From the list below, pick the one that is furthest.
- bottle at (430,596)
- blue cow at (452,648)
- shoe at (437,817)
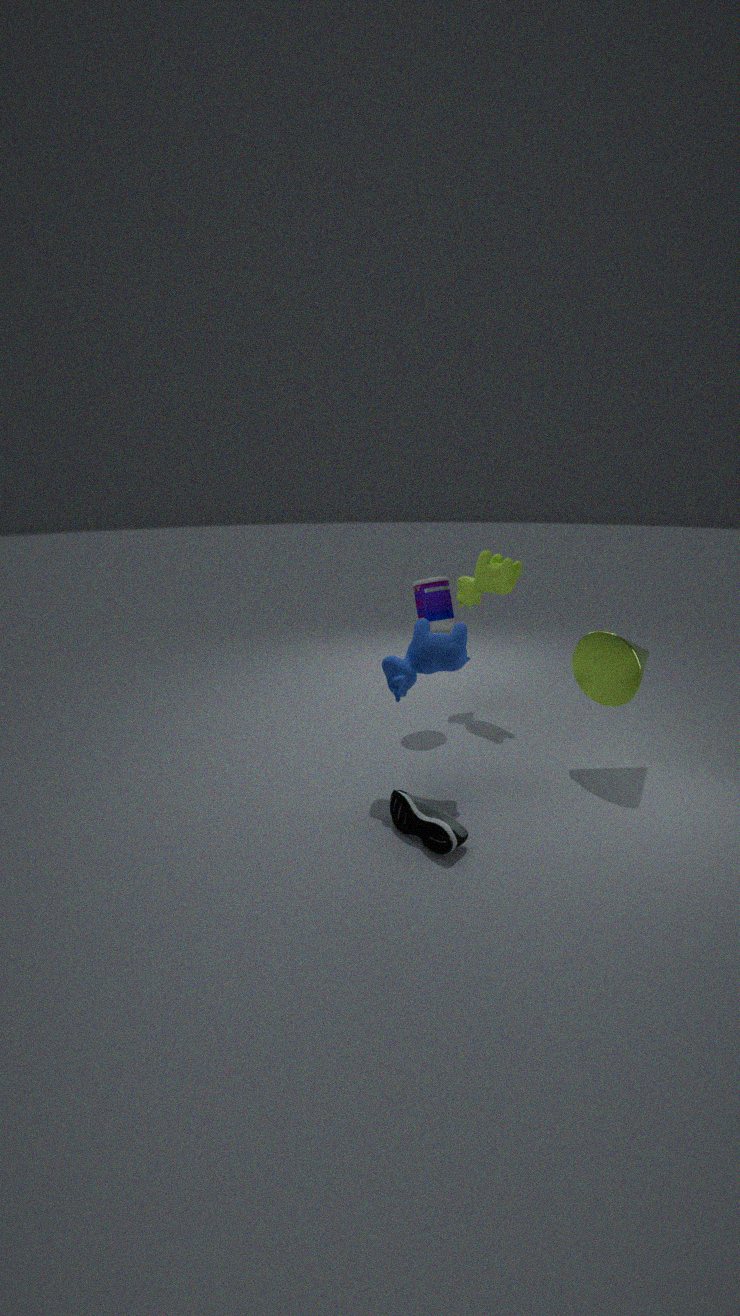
bottle at (430,596)
